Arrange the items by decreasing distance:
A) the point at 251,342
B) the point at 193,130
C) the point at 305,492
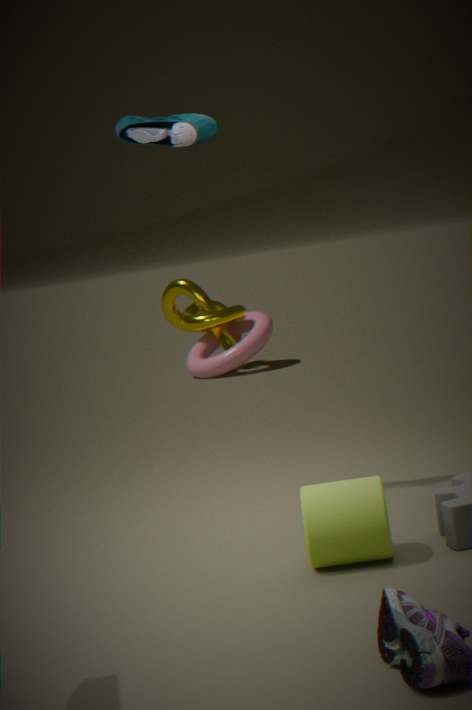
the point at 251,342
the point at 193,130
the point at 305,492
